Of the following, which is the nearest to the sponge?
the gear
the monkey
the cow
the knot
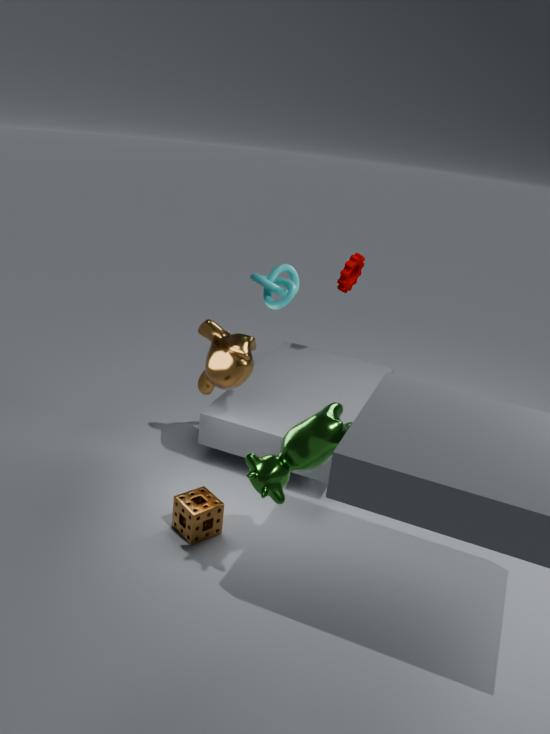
the cow
